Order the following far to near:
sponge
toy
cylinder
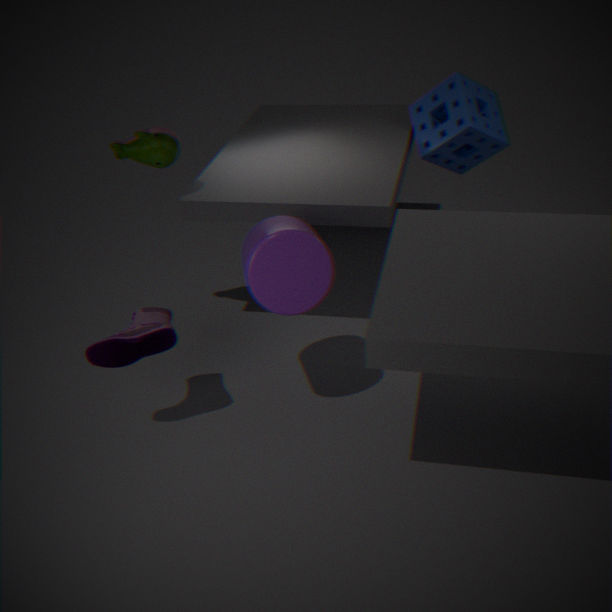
sponge → toy → cylinder
